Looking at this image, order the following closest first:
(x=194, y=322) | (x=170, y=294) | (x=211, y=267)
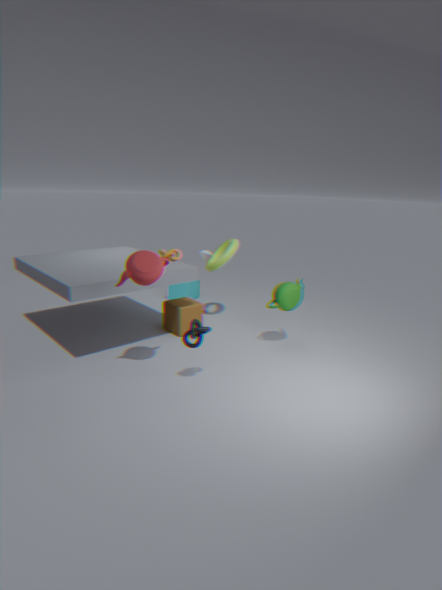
1. (x=194, y=322)
2. (x=211, y=267)
3. (x=170, y=294)
